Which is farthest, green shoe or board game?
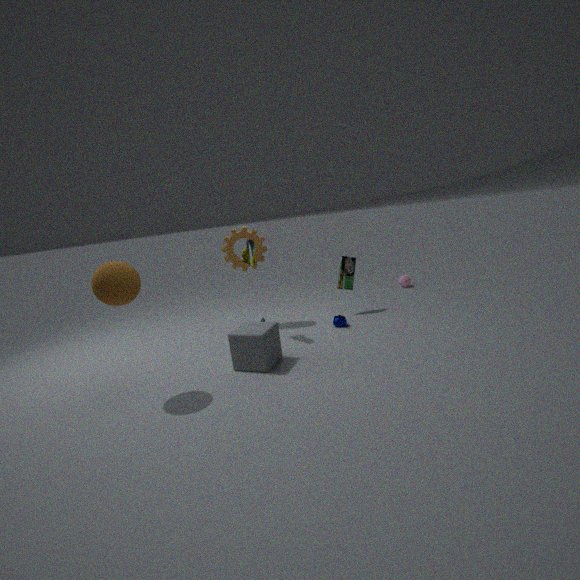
board game
